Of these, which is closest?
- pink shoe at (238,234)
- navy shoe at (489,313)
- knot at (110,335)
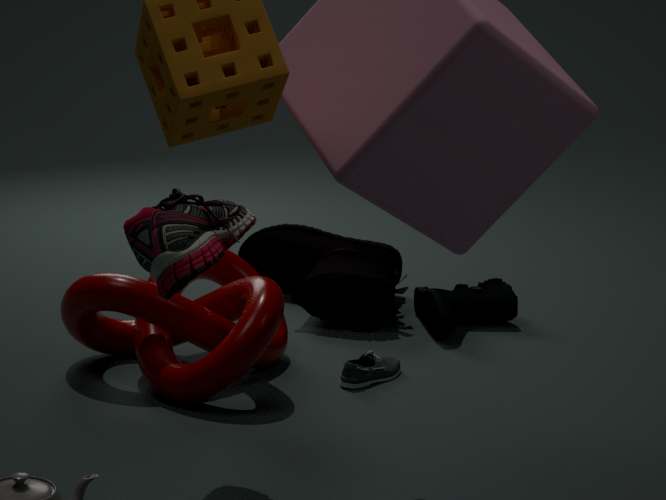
pink shoe at (238,234)
